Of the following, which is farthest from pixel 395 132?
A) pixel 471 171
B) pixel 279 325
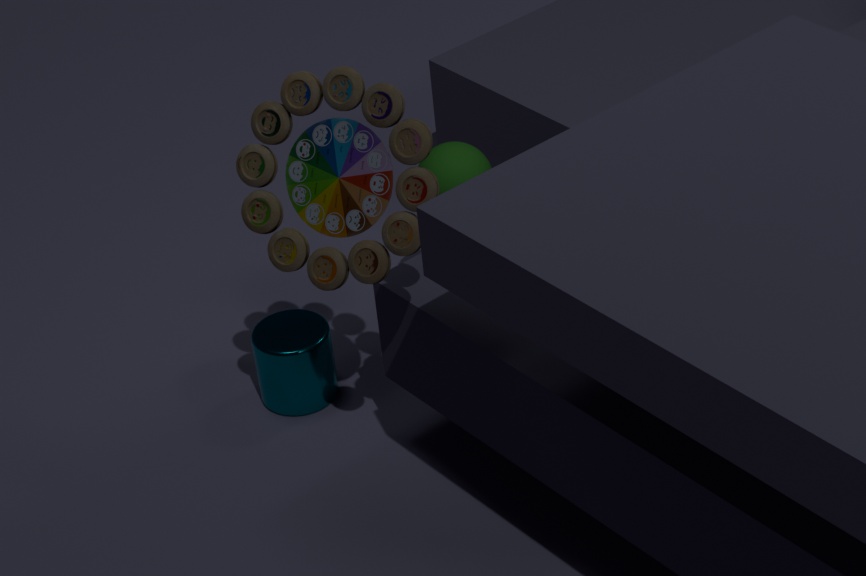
pixel 279 325
